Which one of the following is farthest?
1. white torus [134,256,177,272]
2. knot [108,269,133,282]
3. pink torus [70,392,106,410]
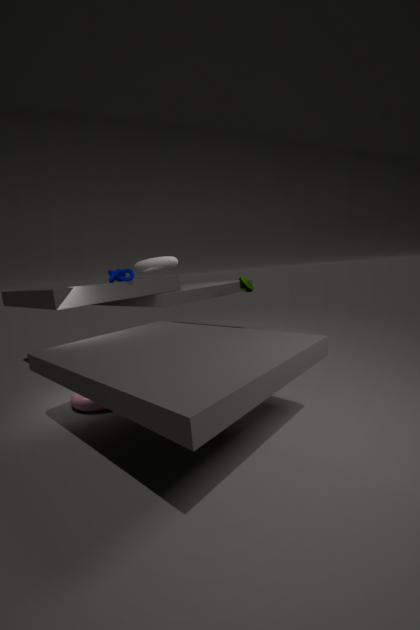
white torus [134,256,177,272]
